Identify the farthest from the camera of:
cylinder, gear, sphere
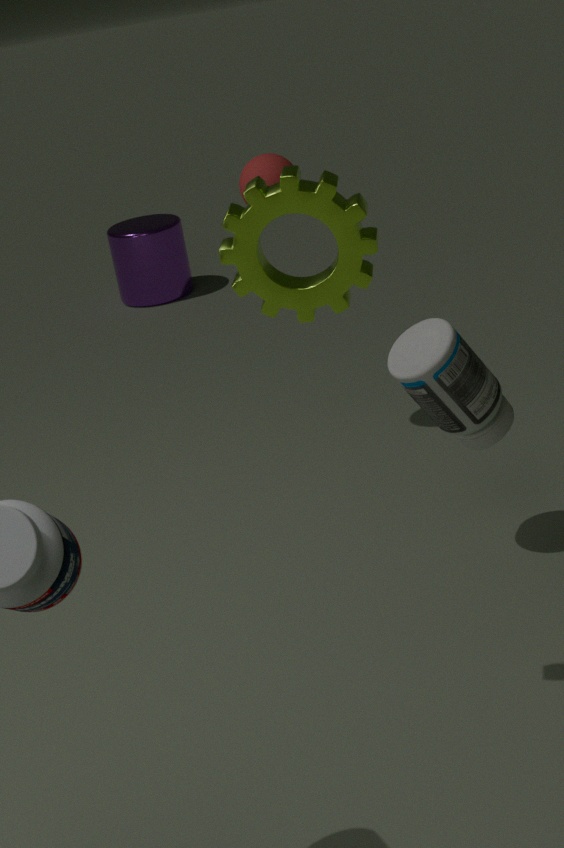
cylinder
